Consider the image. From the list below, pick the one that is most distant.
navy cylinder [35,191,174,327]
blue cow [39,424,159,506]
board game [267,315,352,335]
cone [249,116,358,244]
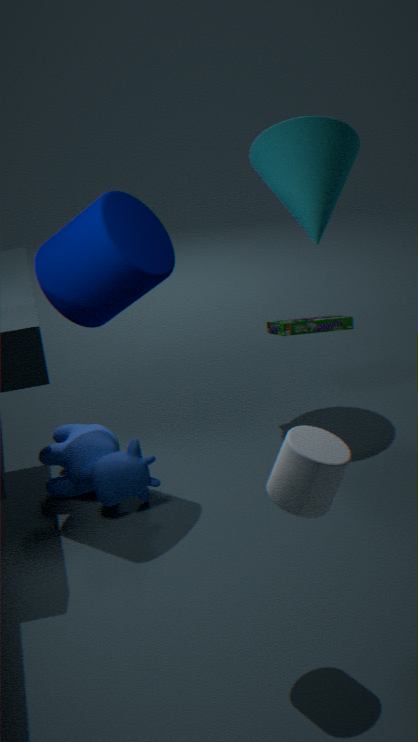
board game [267,315,352,335]
